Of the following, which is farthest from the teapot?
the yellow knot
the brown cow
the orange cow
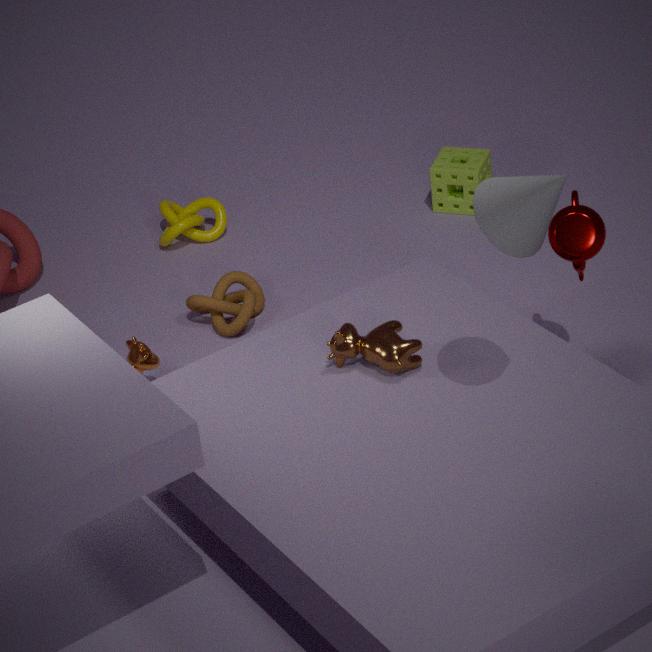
the yellow knot
